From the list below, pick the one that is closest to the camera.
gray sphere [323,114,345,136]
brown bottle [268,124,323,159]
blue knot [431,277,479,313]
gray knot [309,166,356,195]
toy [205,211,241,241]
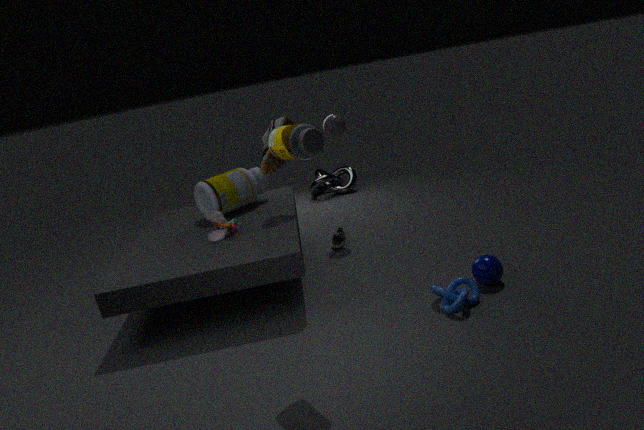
brown bottle [268,124,323,159]
